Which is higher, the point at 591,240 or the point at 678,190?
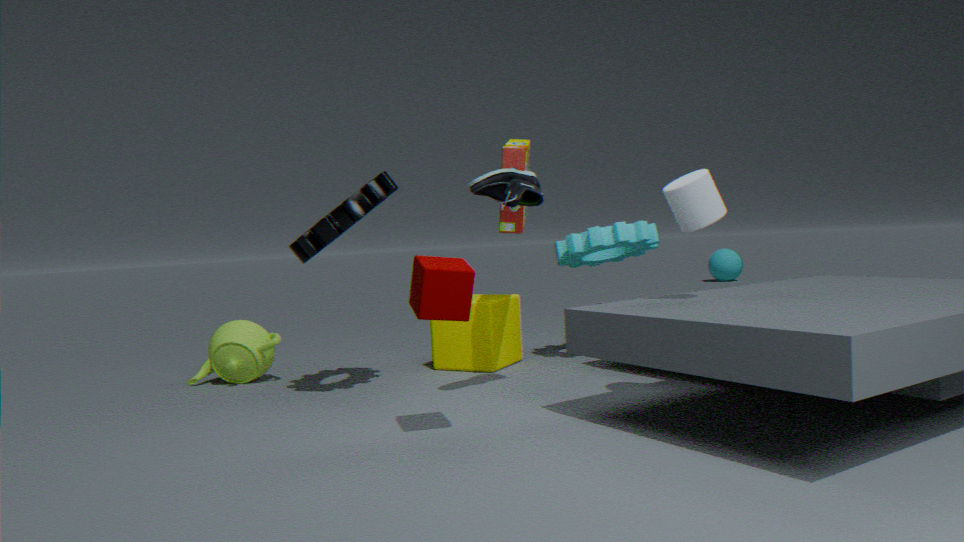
the point at 678,190
